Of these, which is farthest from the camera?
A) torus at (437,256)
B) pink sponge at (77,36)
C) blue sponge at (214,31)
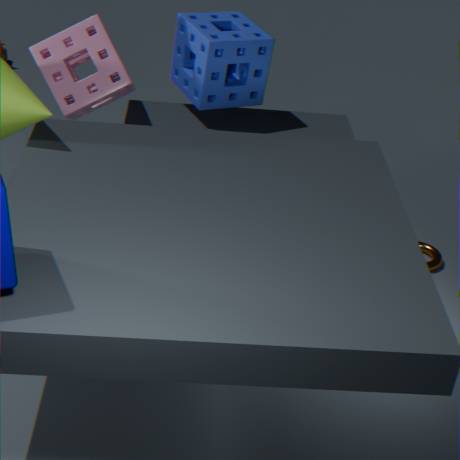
torus at (437,256)
